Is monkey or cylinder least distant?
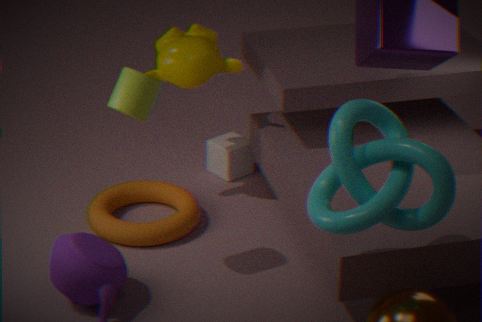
cylinder
